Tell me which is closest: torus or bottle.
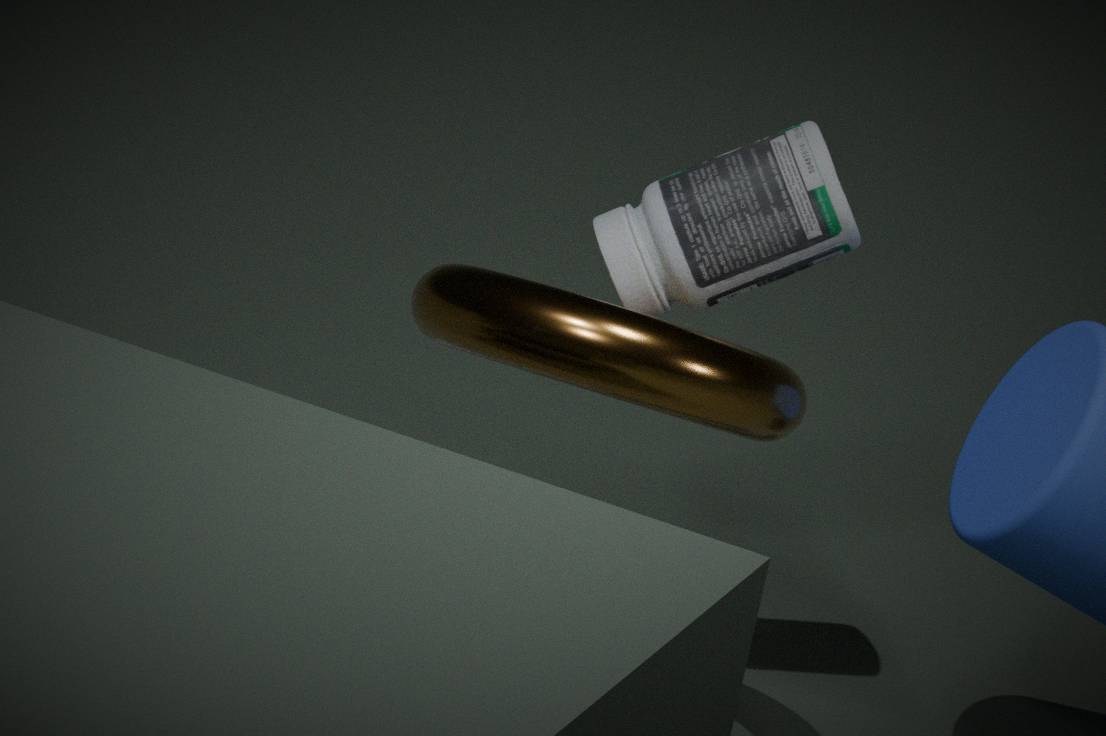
torus
